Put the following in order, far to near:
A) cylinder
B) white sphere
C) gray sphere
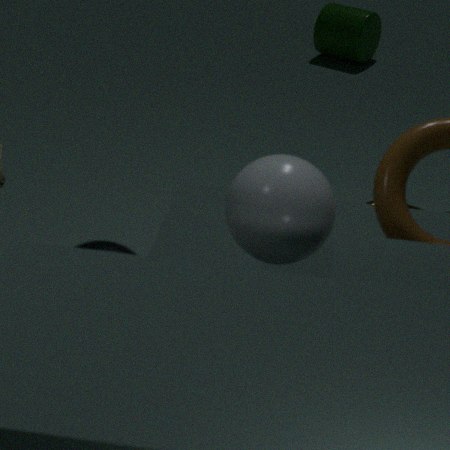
cylinder, gray sphere, white sphere
